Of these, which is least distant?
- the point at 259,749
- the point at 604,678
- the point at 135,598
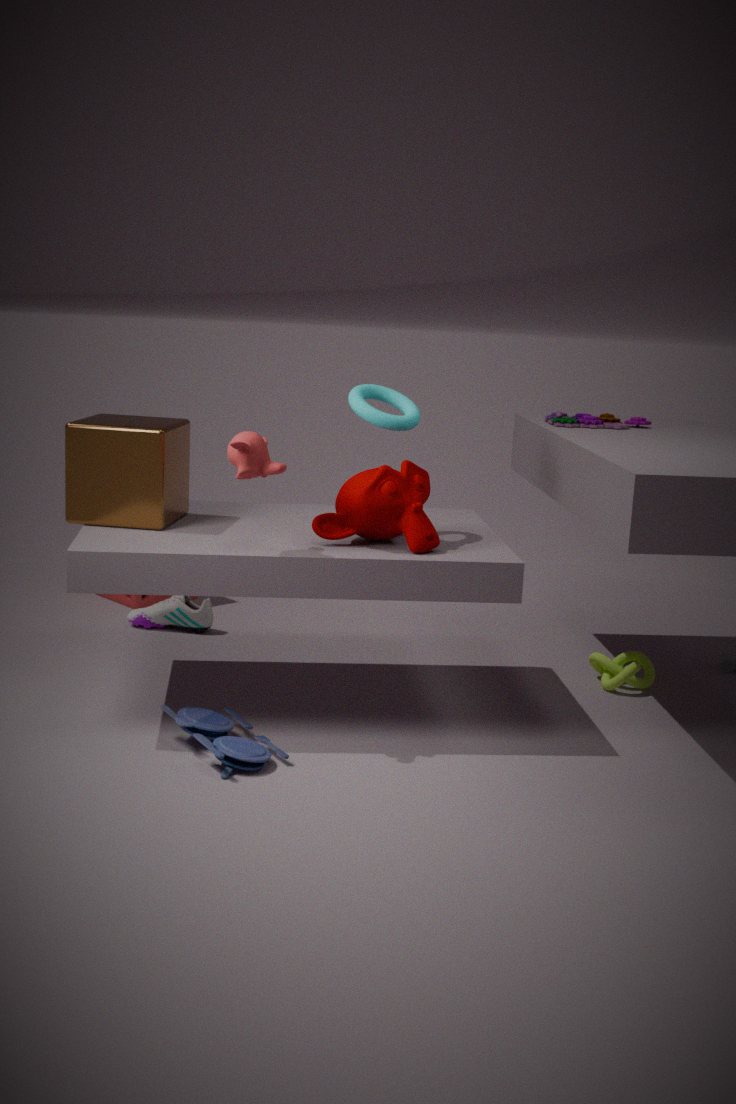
the point at 259,749
